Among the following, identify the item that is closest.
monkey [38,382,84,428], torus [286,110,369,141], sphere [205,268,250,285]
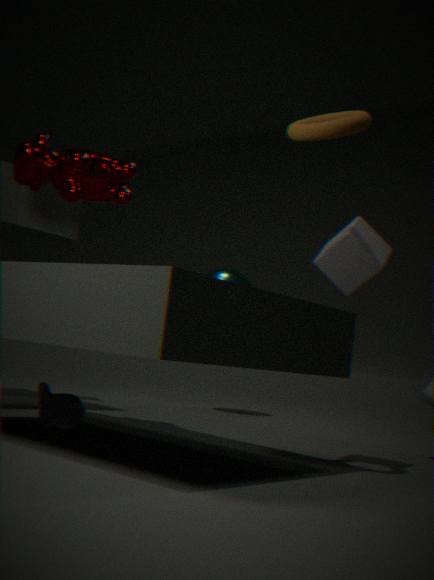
torus [286,110,369,141]
